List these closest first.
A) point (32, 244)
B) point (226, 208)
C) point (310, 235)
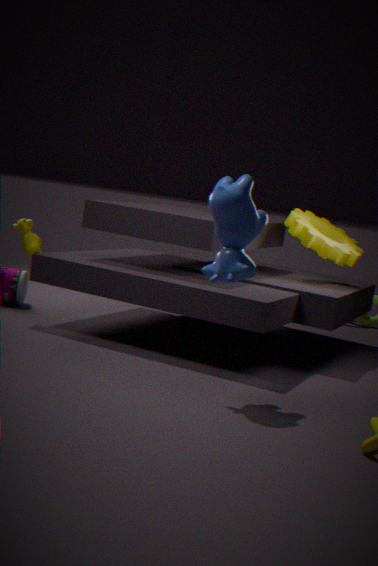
point (226, 208)
point (32, 244)
point (310, 235)
